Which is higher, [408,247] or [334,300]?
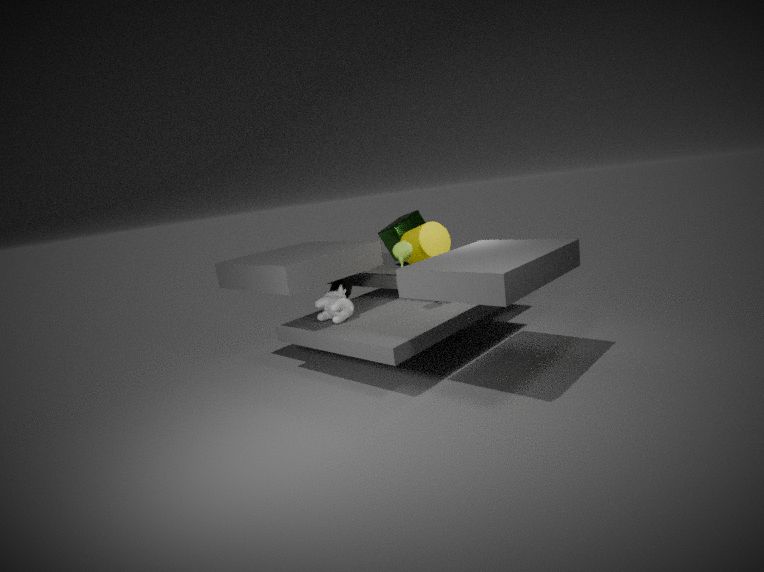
[408,247]
